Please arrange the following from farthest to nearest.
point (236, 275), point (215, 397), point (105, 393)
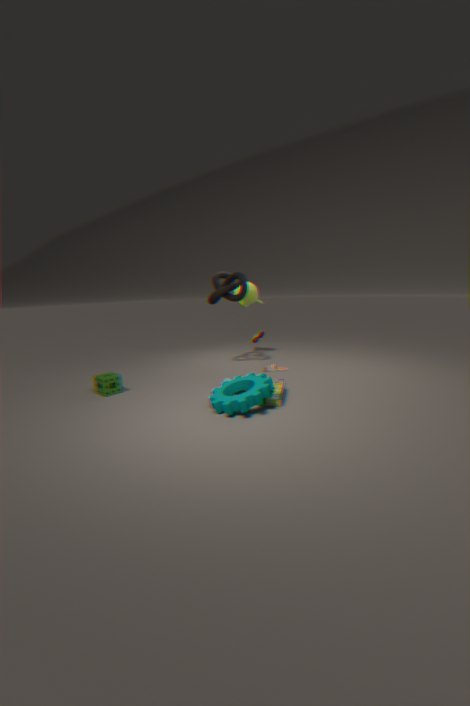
1. point (236, 275)
2. point (105, 393)
3. point (215, 397)
